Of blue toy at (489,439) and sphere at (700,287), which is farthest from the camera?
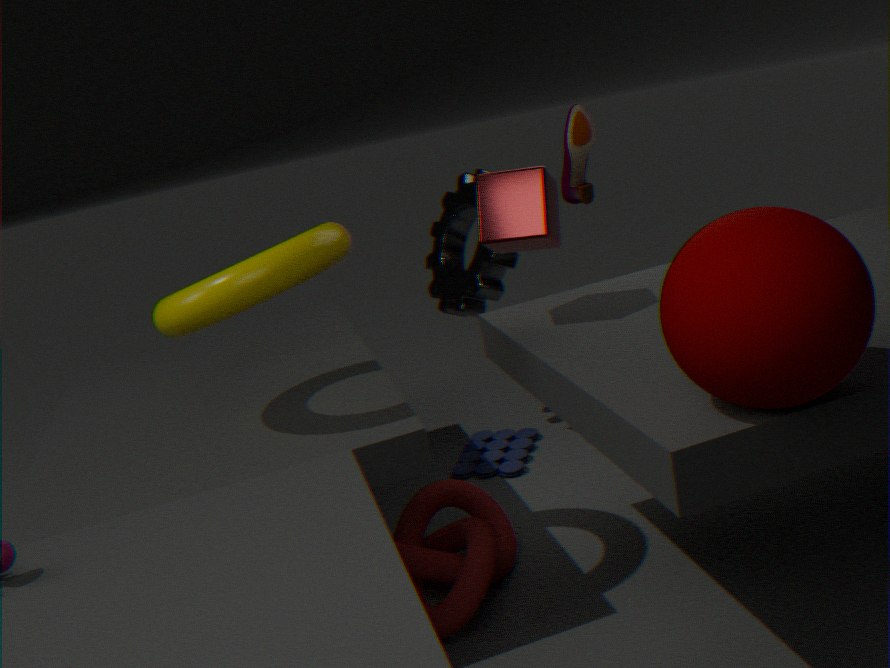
blue toy at (489,439)
